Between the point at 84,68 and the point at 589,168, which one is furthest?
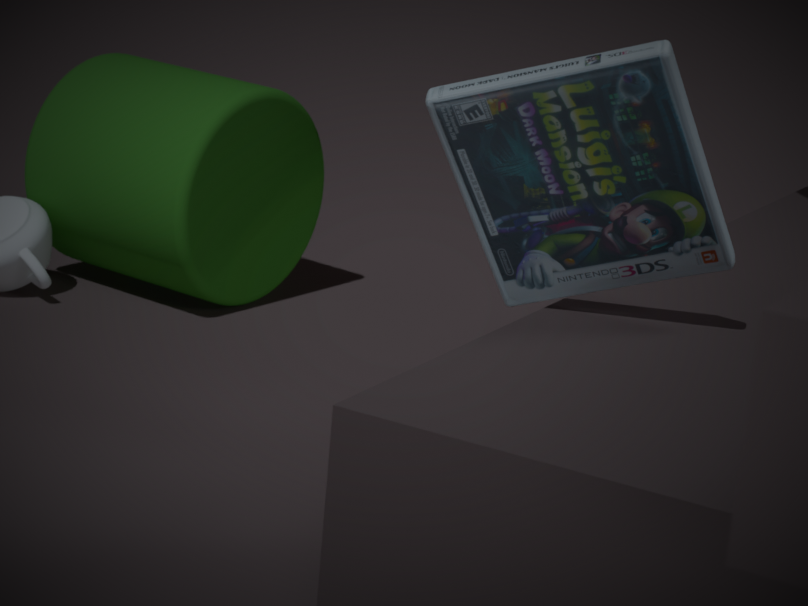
the point at 84,68
